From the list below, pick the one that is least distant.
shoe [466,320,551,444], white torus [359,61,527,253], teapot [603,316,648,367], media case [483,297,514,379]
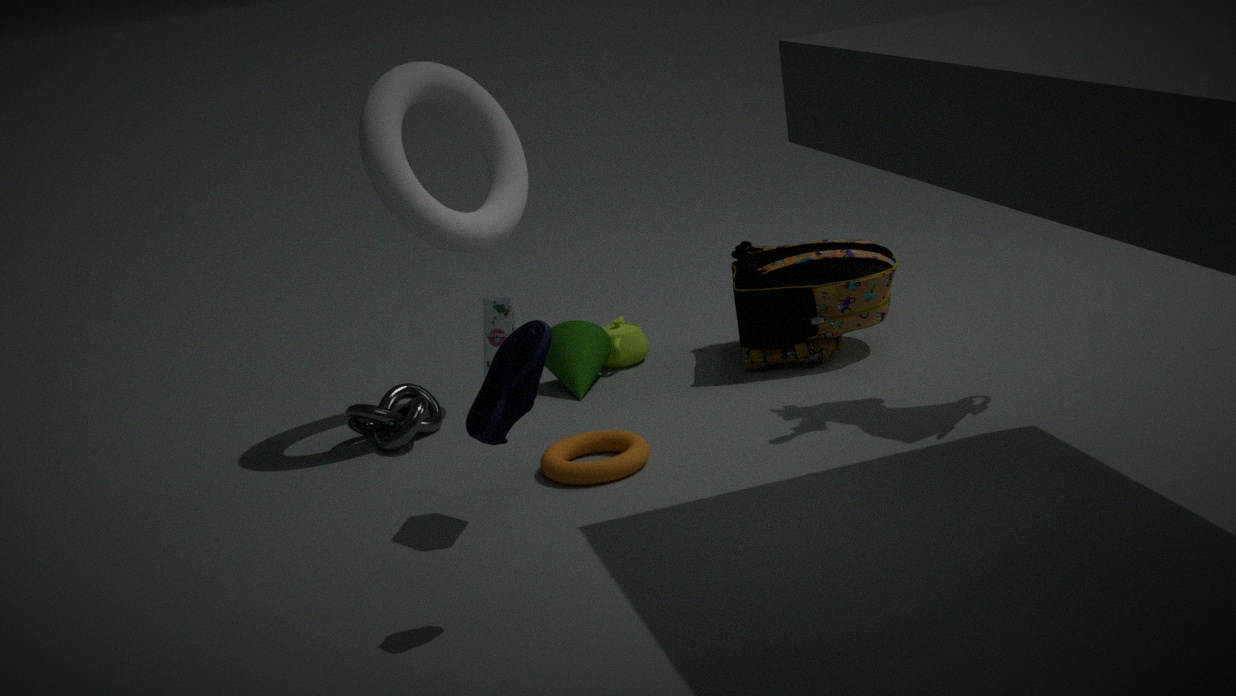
shoe [466,320,551,444]
